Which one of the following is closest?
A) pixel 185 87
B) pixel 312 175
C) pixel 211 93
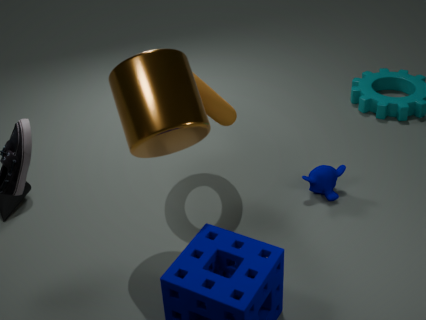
pixel 185 87
